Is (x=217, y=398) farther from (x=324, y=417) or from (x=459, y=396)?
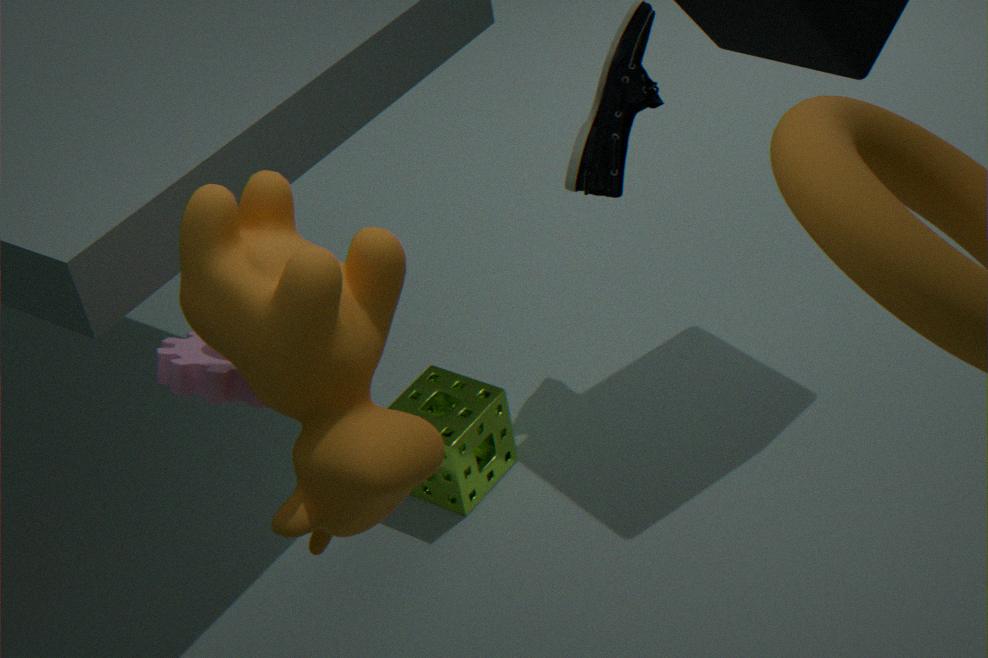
(x=459, y=396)
